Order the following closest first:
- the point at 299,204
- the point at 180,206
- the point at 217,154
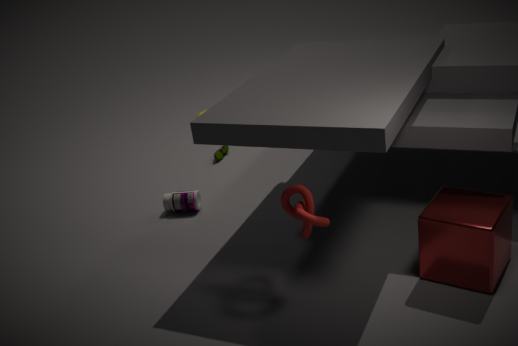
the point at 299,204 → the point at 180,206 → the point at 217,154
